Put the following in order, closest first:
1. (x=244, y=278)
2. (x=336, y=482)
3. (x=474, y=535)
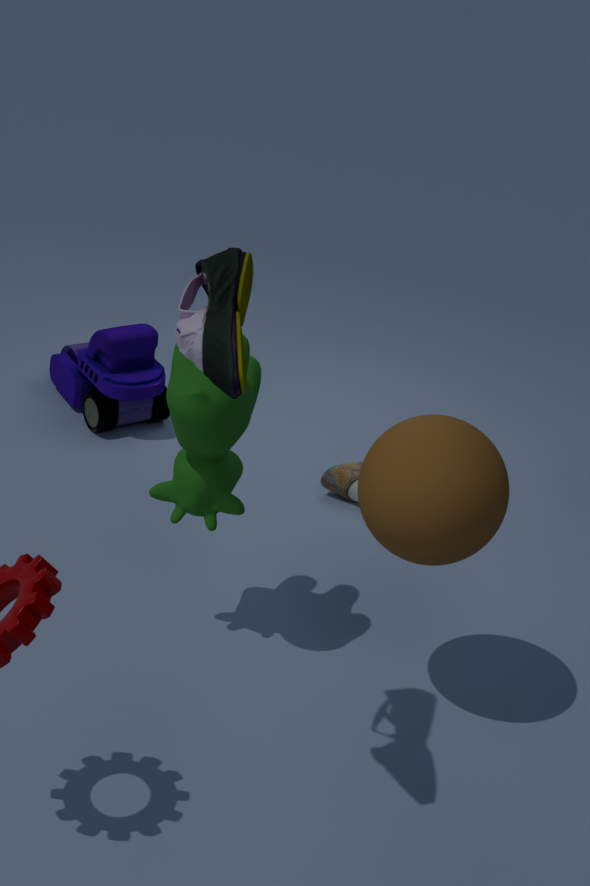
1. (x=244, y=278)
2. (x=474, y=535)
3. (x=336, y=482)
